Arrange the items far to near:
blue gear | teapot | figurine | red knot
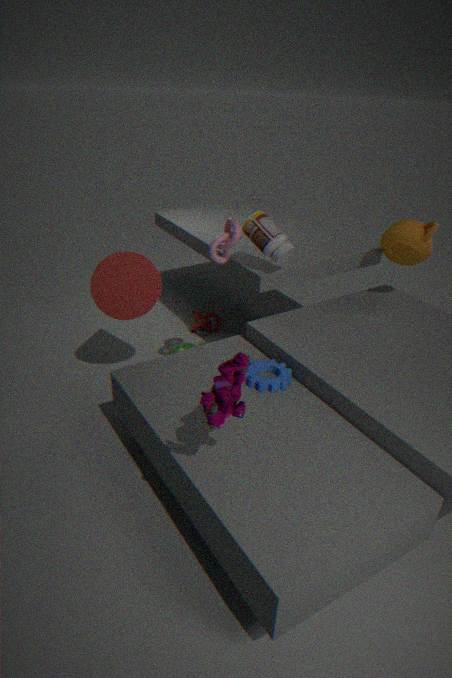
red knot < teapot < blue gear < figurine
